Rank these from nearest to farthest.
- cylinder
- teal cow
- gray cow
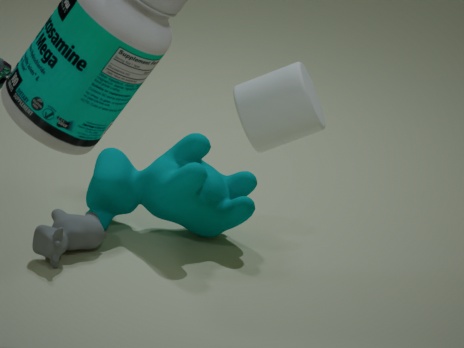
cylinder < gray cow < teal cow
